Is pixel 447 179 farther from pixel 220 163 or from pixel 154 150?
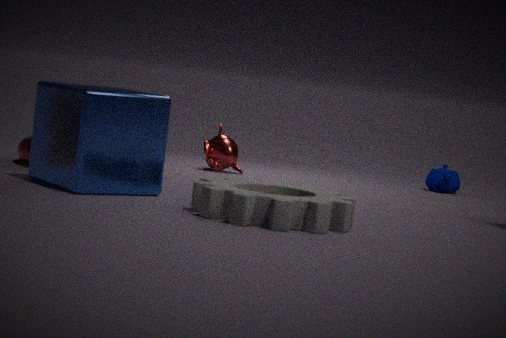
pixel 154 150
